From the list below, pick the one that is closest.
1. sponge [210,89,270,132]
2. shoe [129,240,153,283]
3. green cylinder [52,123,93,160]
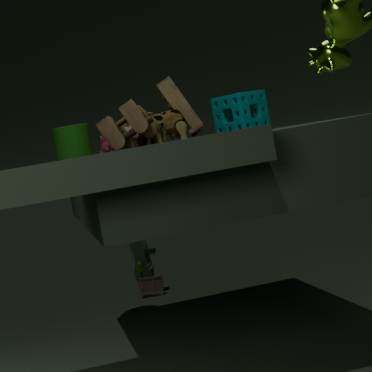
sponge [210,89,270,132]
